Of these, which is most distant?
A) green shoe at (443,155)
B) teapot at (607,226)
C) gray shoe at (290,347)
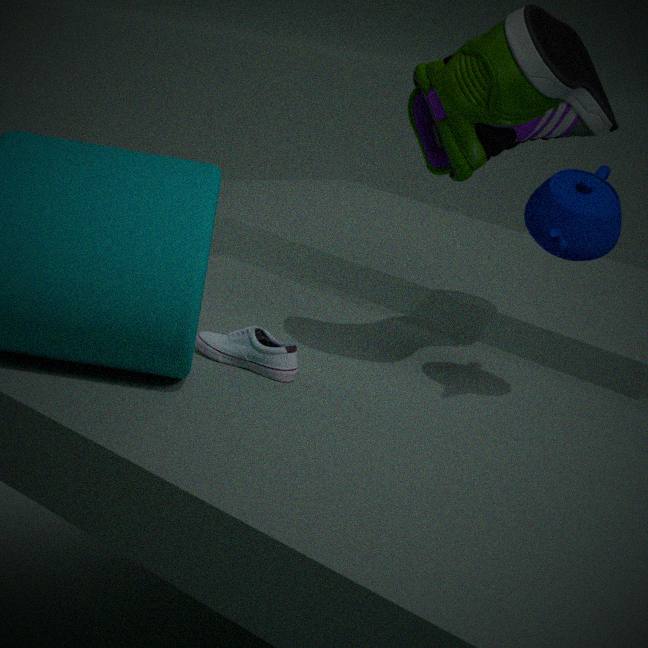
gray shoe at (290,347)
